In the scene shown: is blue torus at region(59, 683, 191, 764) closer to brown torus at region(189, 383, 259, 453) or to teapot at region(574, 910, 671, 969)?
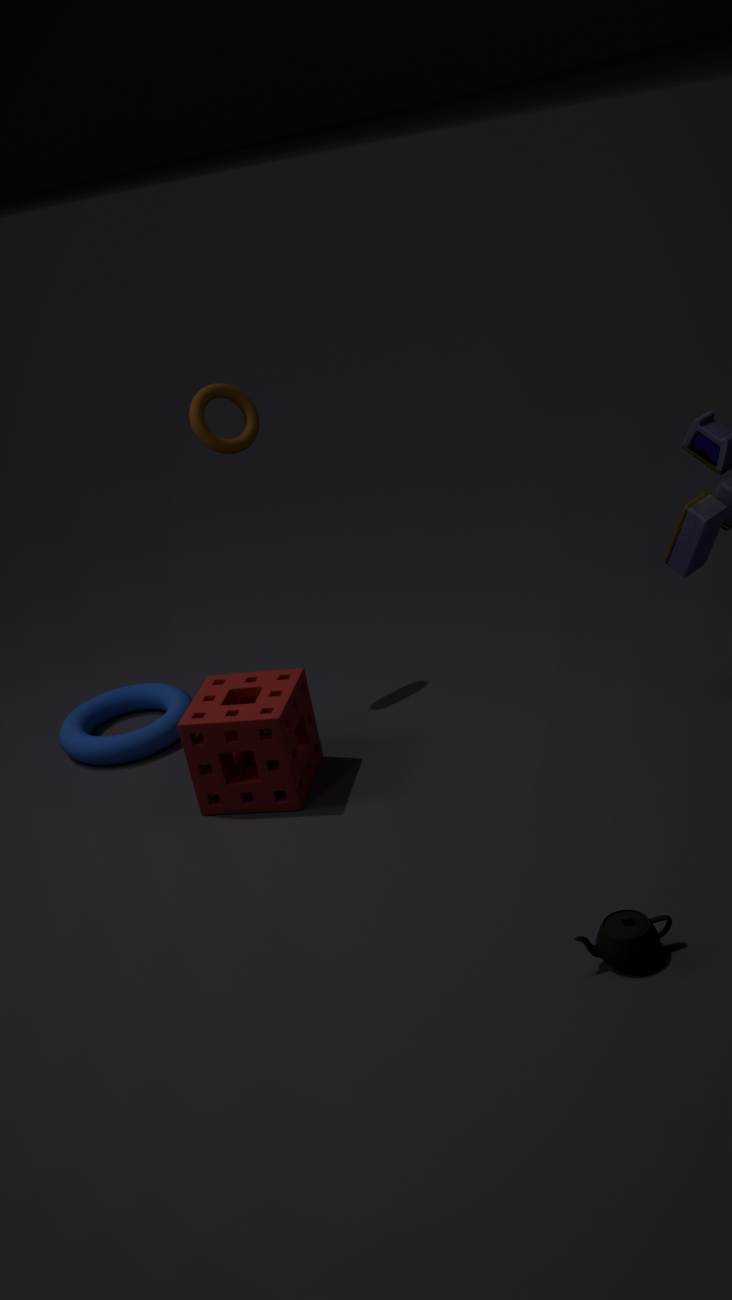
brown torus at region(189, 383, 259, 453)
